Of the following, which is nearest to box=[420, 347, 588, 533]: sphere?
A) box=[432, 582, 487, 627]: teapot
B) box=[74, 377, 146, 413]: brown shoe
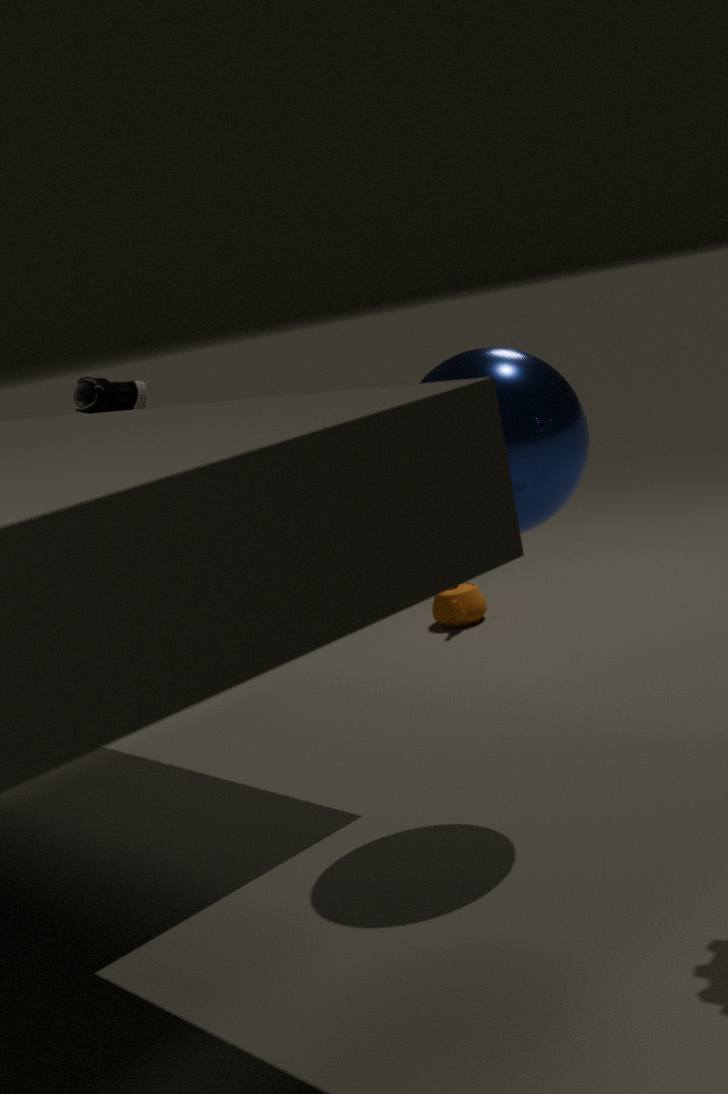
box=[74, 377, 146, 413]: brown shoe
